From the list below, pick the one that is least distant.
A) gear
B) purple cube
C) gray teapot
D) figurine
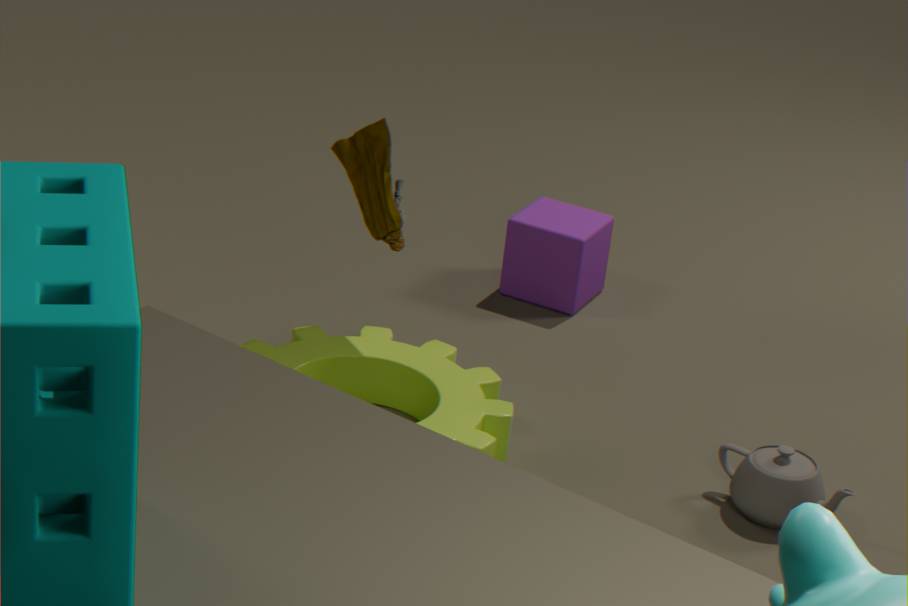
figurine
